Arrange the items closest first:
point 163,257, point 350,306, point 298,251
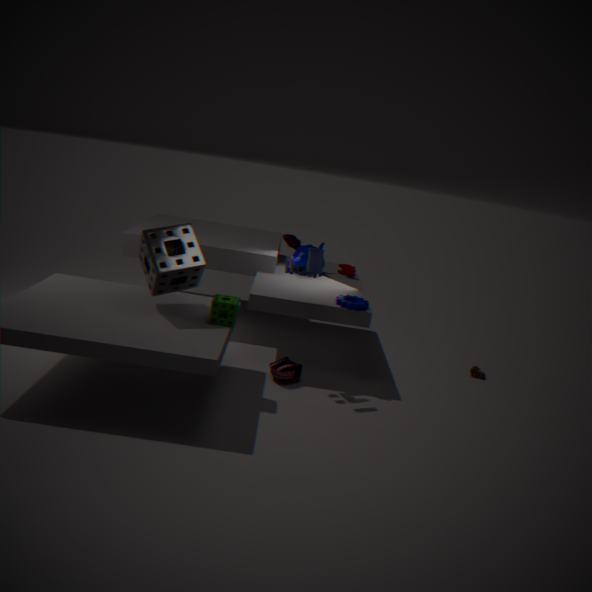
1. point 163,257
2. point 350,306
3. point 298,251
